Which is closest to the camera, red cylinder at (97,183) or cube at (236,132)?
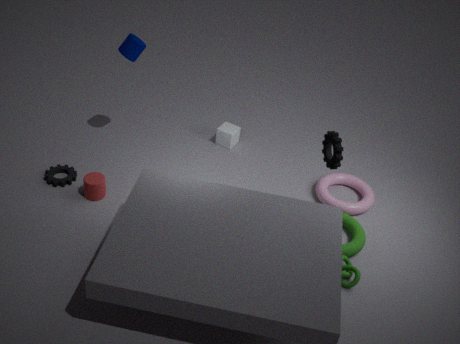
red cylinder at (97,183)
